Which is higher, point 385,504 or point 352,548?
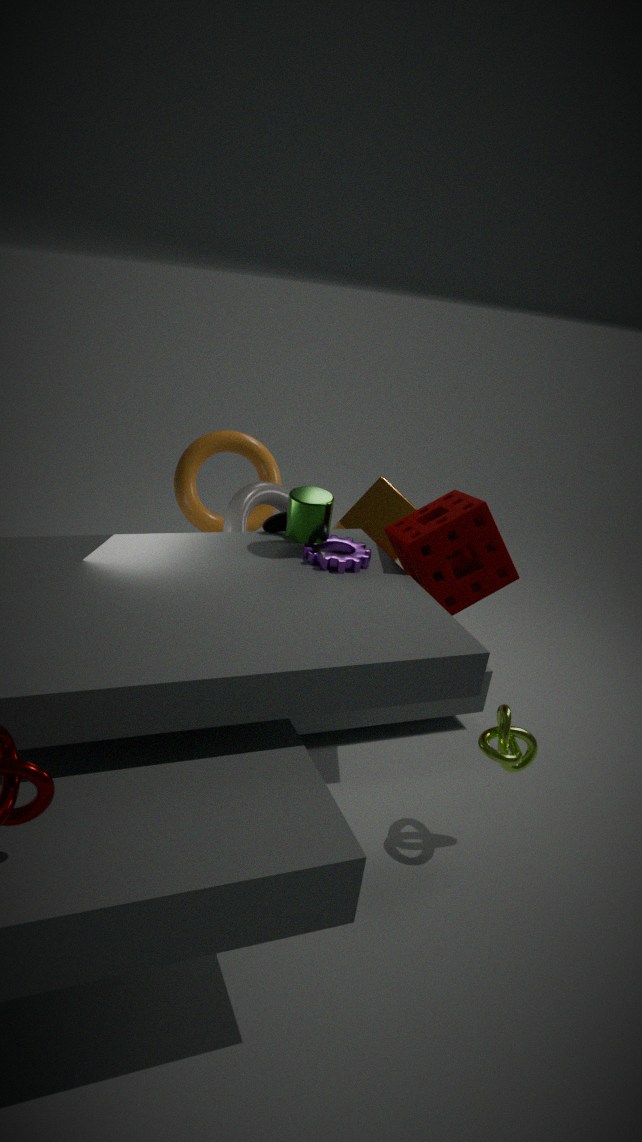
point 352,548
